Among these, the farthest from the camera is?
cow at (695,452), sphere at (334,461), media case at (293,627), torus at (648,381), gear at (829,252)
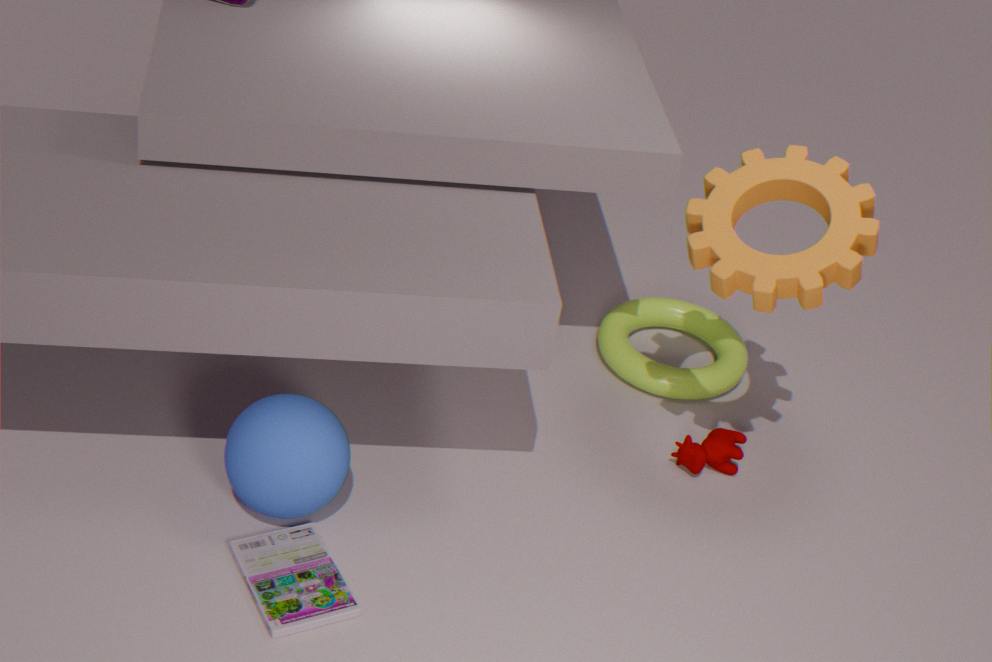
torus at (648,381)
